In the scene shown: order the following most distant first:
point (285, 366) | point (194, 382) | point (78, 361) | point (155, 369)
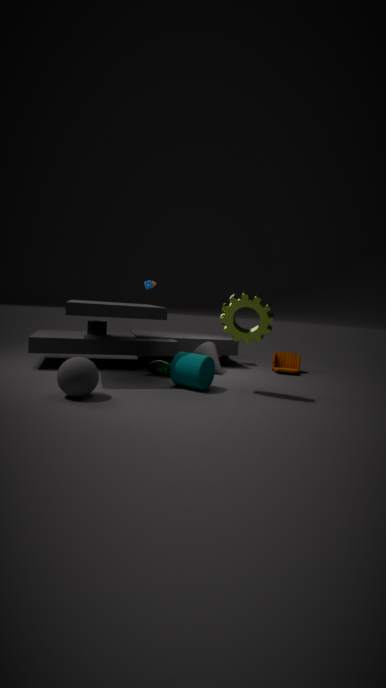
1. point (285, 366)
2. point (155, 369)
3. point (194, 382)
4. point (78, 361)
